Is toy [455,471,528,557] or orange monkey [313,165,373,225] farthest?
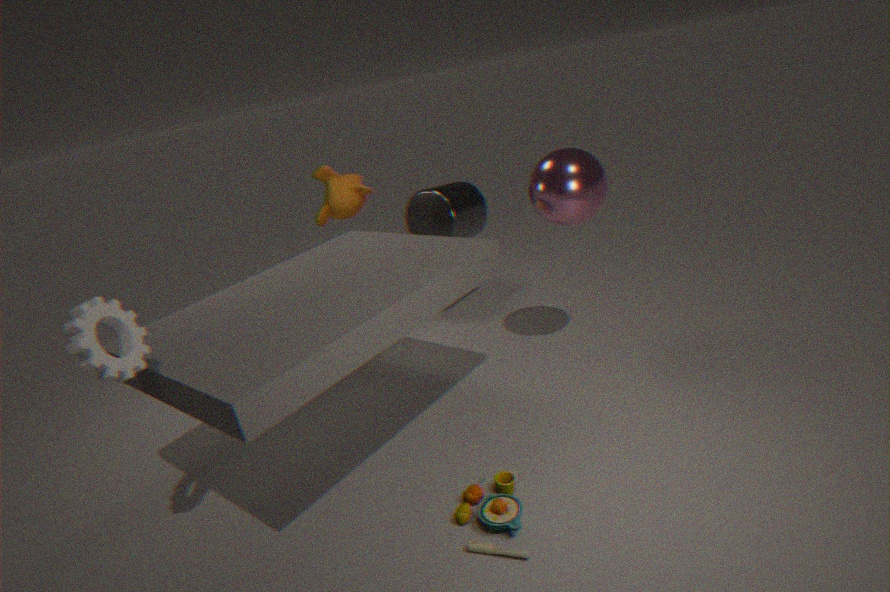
orange monkey [313,165,373,225]
